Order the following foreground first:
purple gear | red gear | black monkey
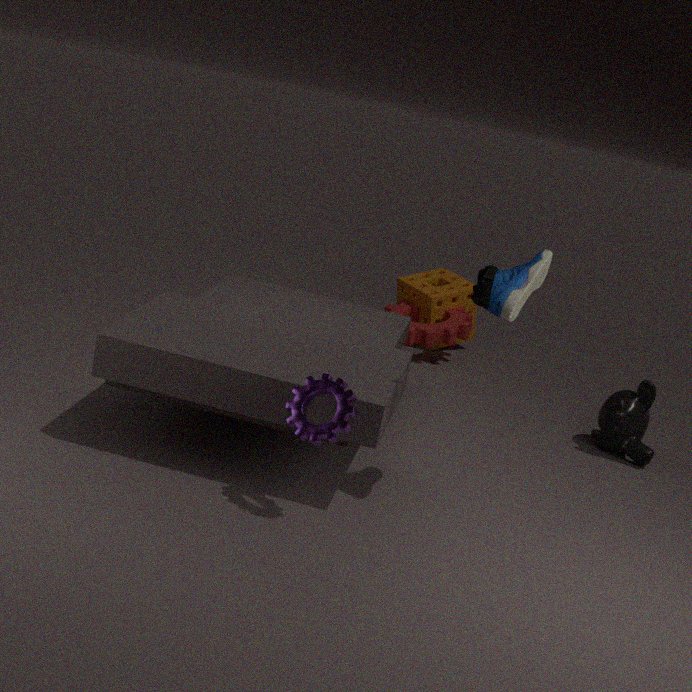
purple gear < black monkey < red gear
